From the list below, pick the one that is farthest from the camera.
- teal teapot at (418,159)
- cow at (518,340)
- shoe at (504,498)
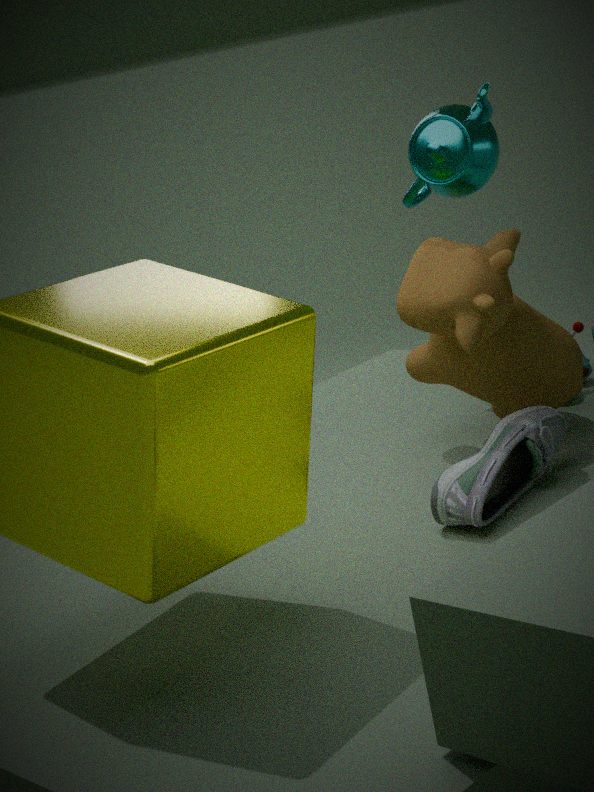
teal teapot at (418,159)
